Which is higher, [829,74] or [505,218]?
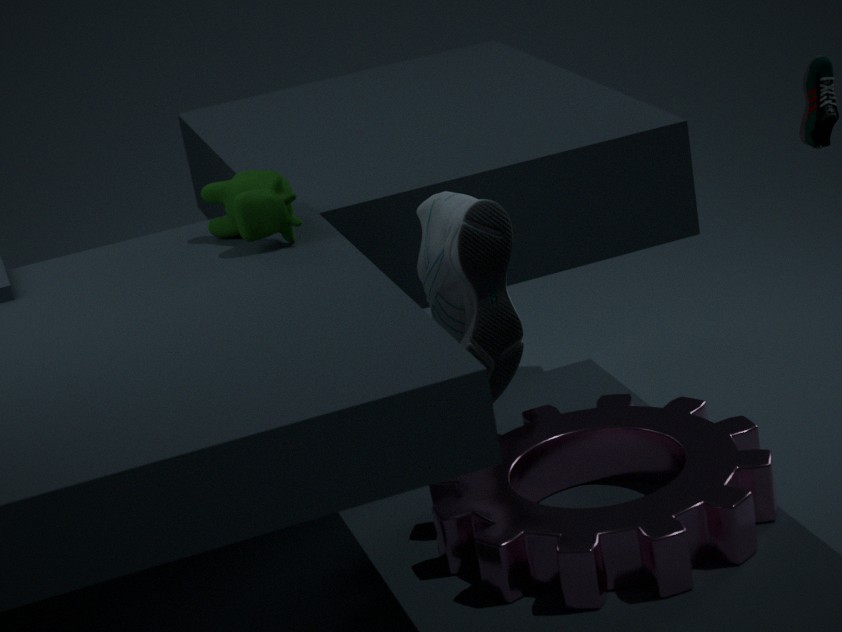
[829,74]
